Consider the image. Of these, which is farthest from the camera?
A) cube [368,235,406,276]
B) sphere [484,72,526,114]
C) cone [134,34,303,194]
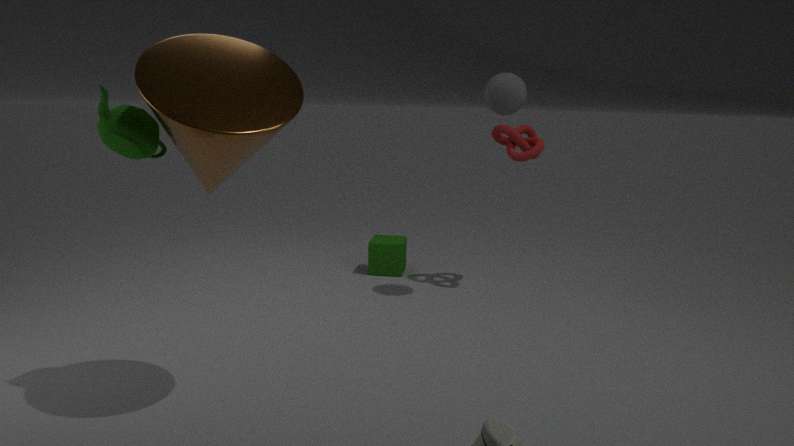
cube [368,235,406,276]
